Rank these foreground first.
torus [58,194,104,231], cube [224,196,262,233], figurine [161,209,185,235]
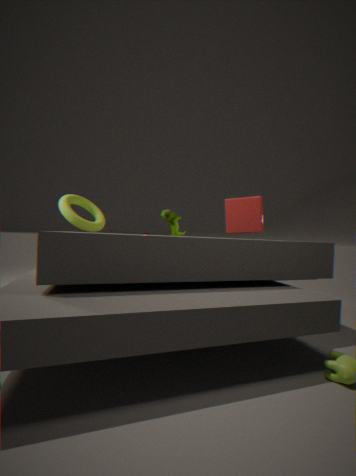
cube [224,196,262,233], torus [58,194,104,231], figurine [161,209,185,235]
